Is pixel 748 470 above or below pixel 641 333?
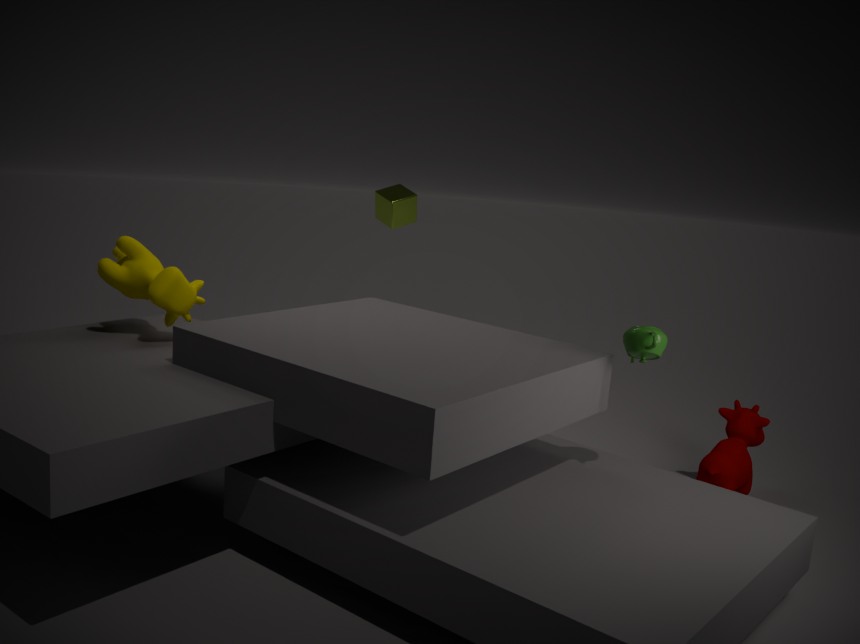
below
